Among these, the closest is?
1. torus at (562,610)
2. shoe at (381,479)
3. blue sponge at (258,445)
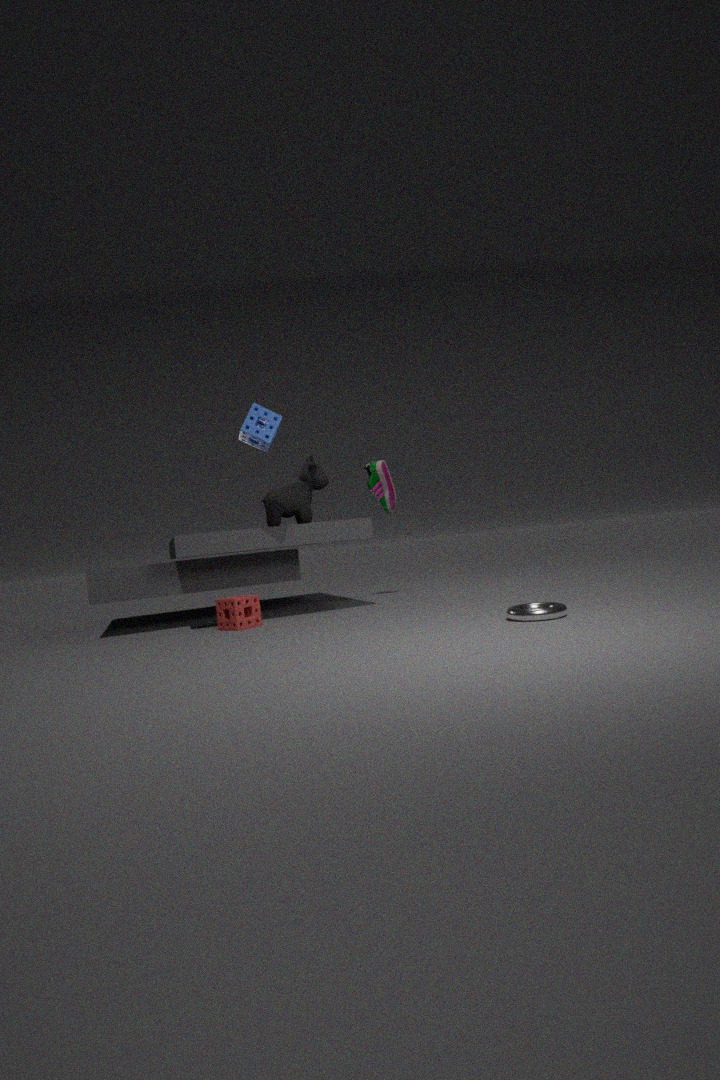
torus at (562,610)
